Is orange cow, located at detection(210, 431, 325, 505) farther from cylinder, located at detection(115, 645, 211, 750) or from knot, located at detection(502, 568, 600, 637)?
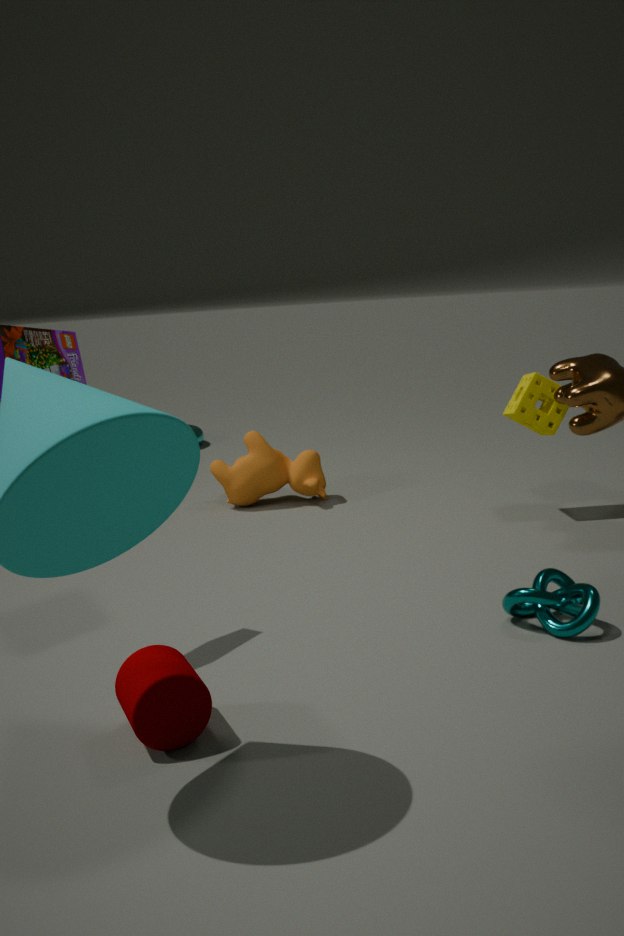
cylinder, located at detection(115, 645, 211, 750)
